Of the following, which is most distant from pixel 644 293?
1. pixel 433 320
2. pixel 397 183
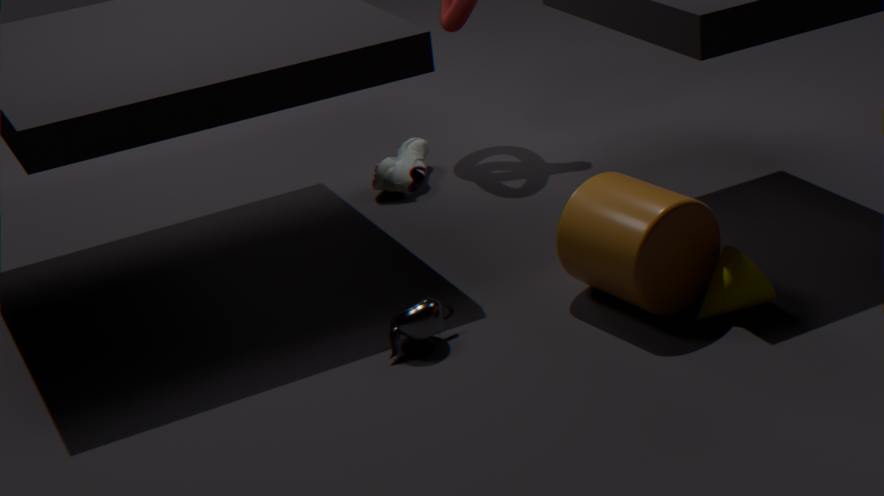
pixel 397 183
